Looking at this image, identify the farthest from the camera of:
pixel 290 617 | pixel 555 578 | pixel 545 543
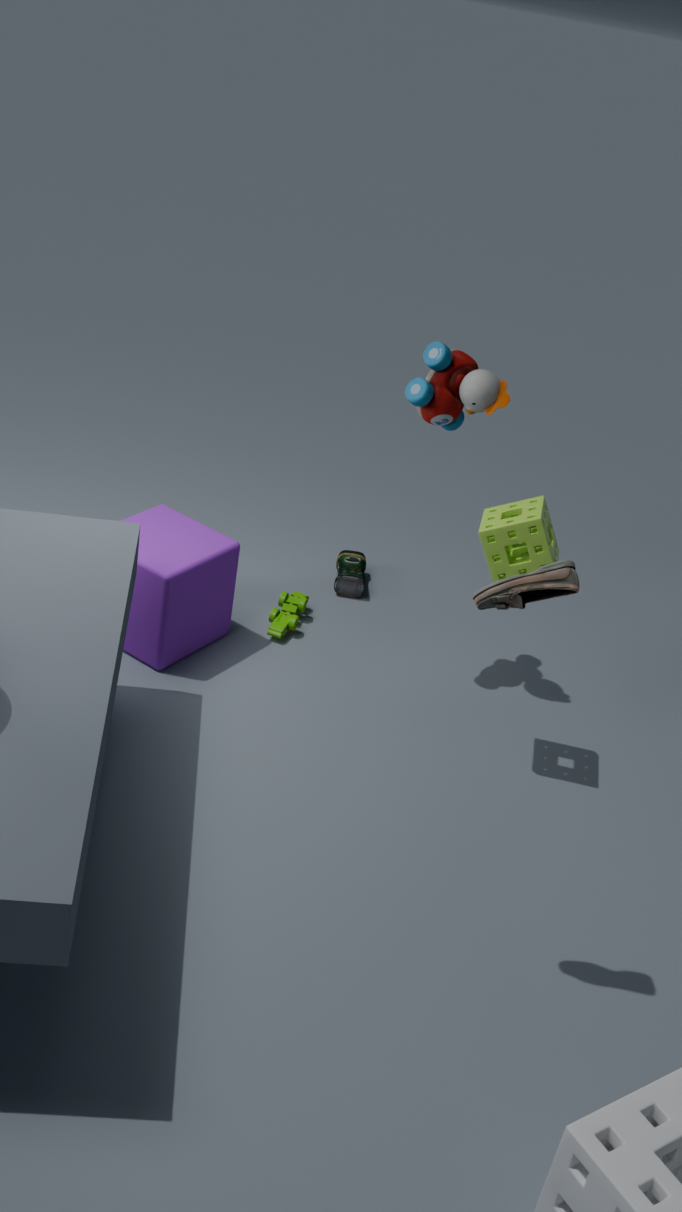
pixel 290 617
